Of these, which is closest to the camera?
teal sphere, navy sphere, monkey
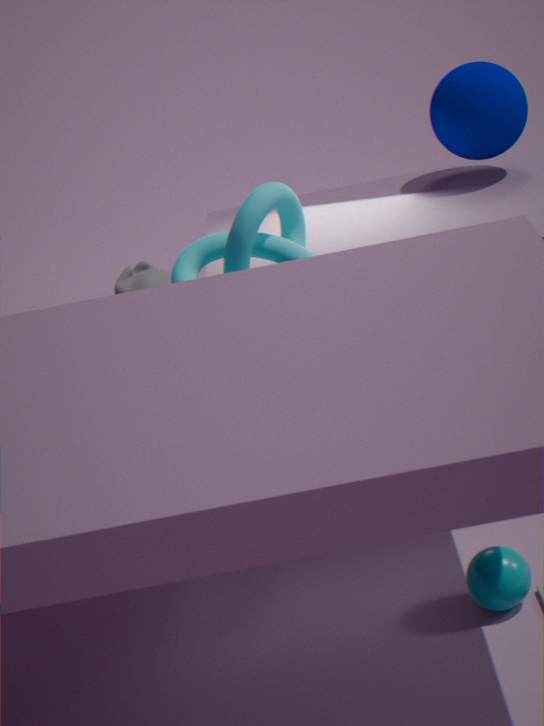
teal sphere
